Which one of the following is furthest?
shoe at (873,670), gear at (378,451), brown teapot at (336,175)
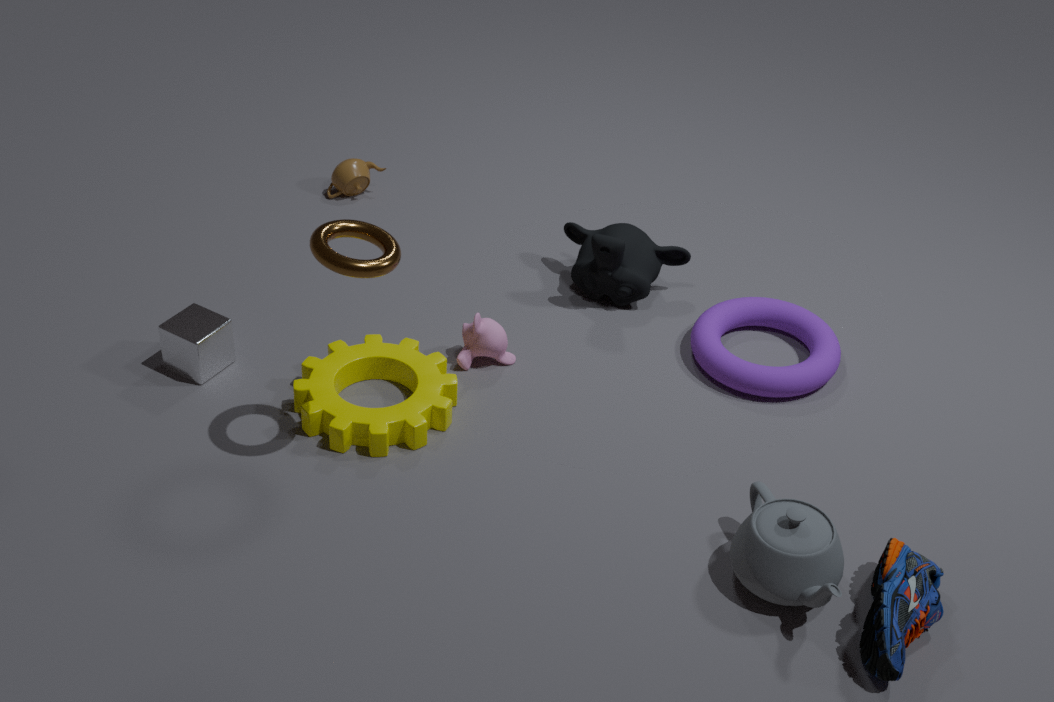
brown teapot at (336,175)
